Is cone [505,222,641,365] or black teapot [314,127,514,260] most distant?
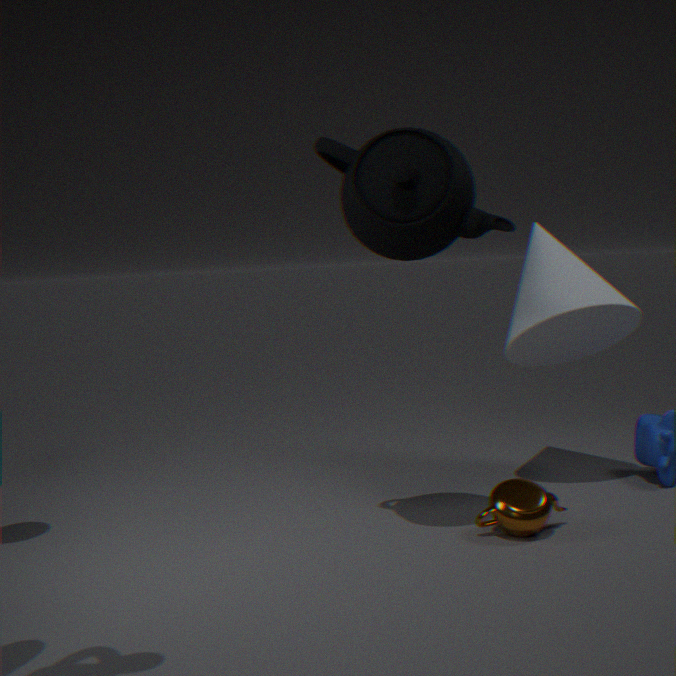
cone [505,222,641,365]
